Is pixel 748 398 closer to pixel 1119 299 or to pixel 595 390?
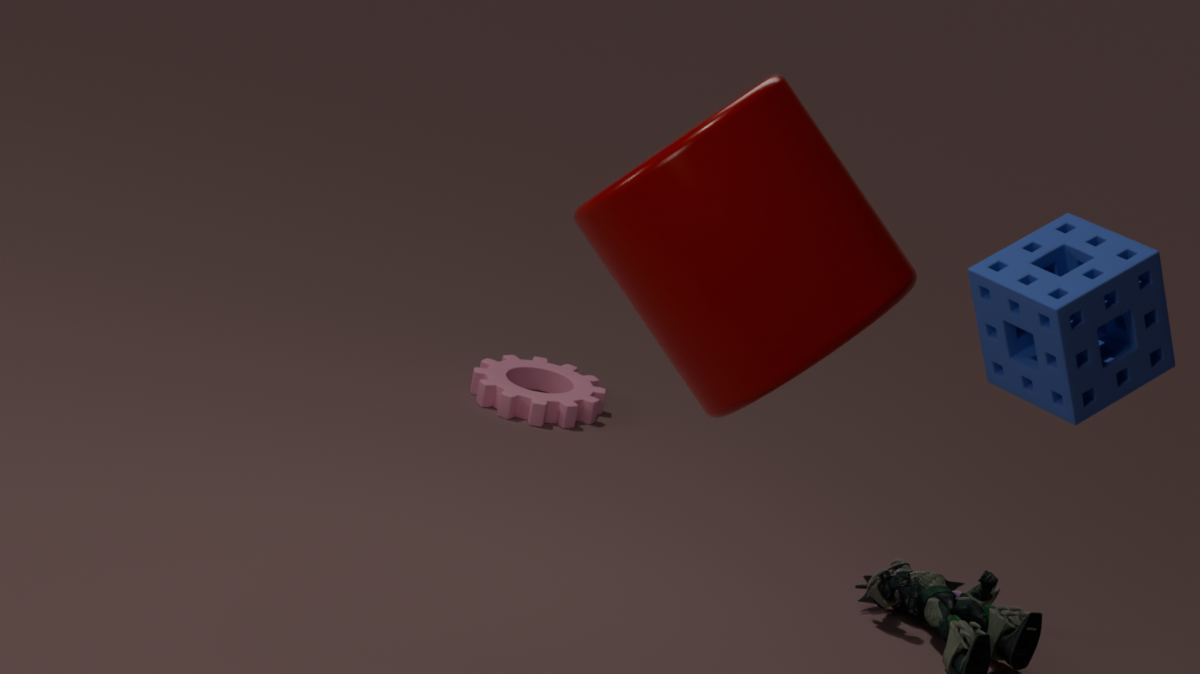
pixel 1119 299
